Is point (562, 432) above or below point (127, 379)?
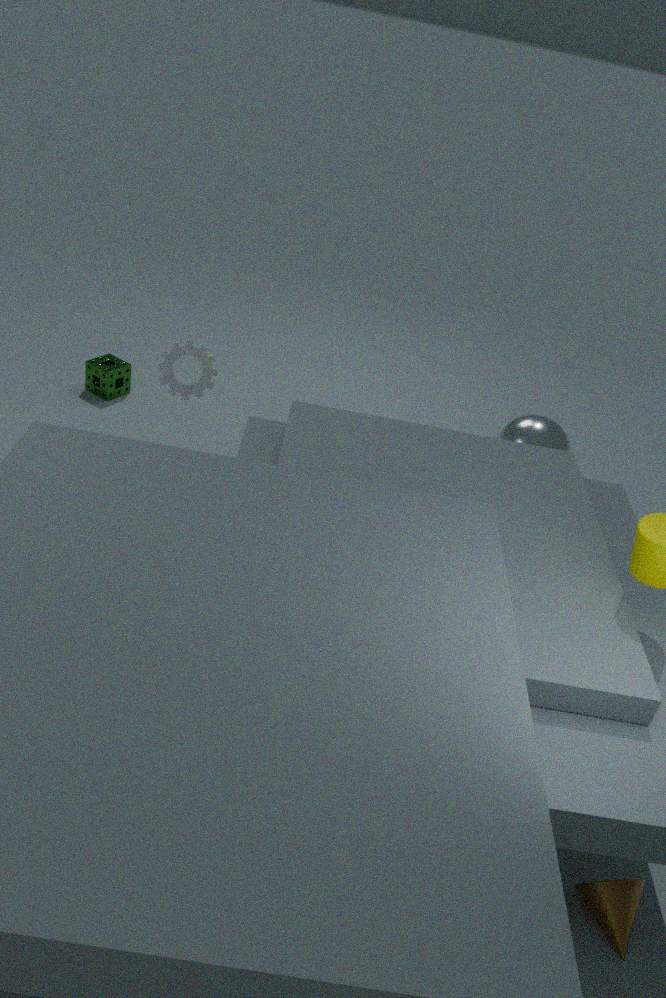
above
